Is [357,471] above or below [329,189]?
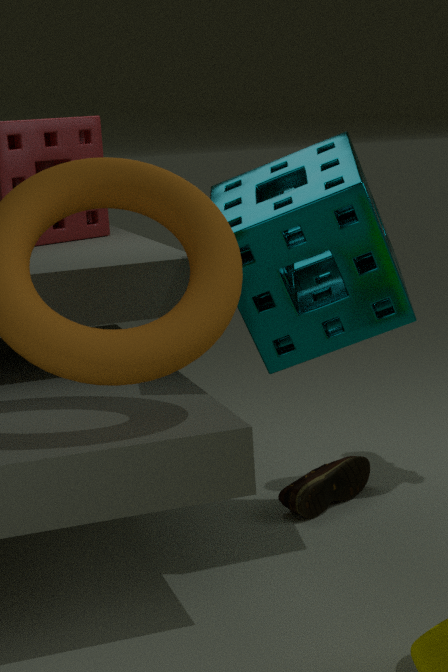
below
